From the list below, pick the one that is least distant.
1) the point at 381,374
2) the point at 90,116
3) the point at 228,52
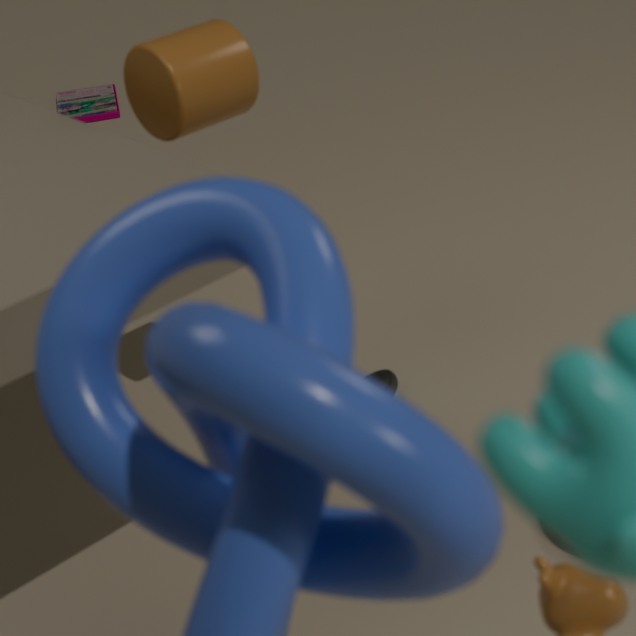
3. the point at 228,52
